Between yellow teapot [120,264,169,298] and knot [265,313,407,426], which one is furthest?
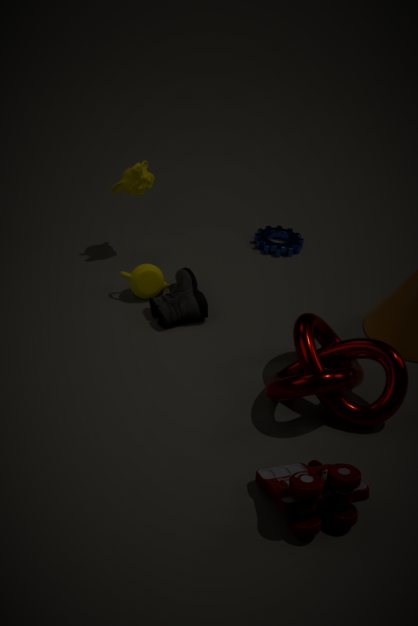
yellow teapot [120,264,169,298]
